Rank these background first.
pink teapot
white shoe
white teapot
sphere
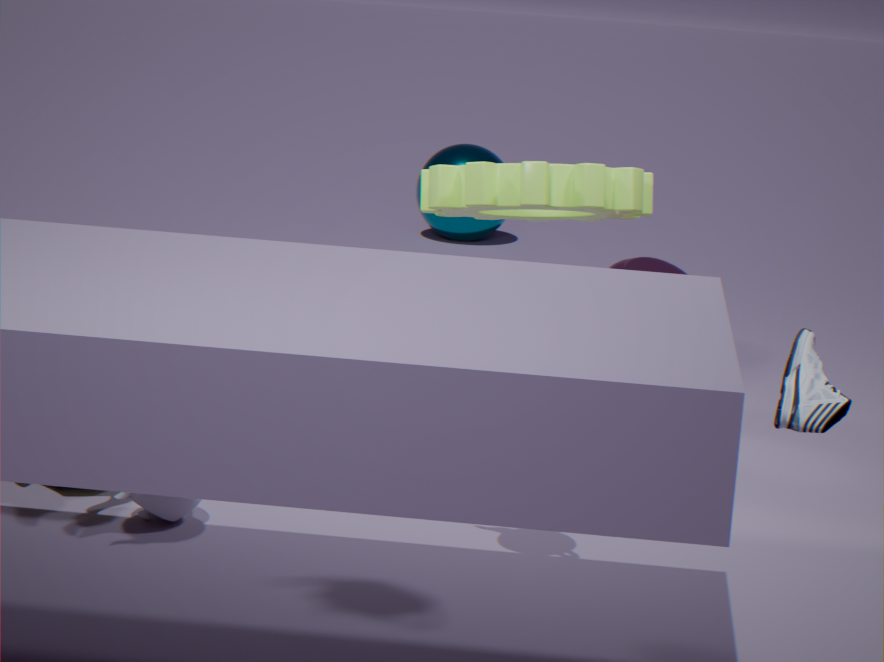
sphere, pink teapot, white teapot, white shoe
